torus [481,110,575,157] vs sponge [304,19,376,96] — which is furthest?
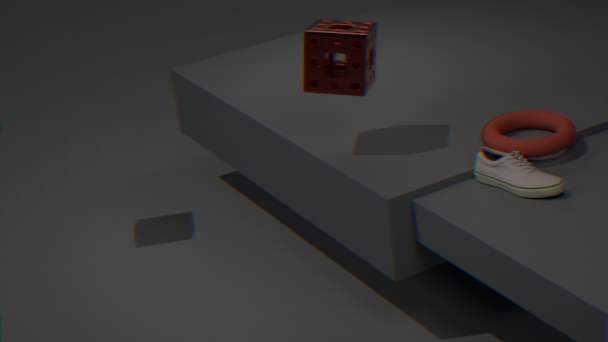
sponge [304,19,376,96]
